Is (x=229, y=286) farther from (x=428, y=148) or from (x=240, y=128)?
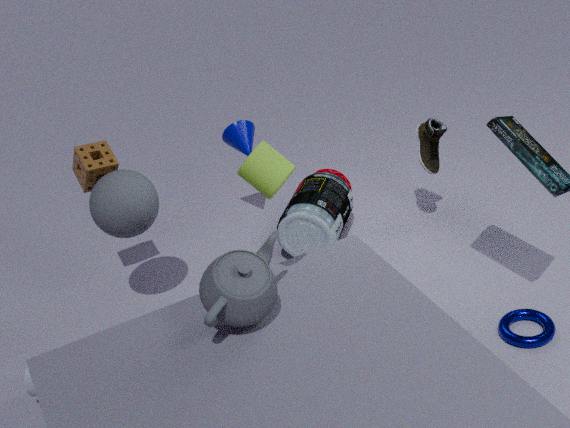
(x=428, y=148)
